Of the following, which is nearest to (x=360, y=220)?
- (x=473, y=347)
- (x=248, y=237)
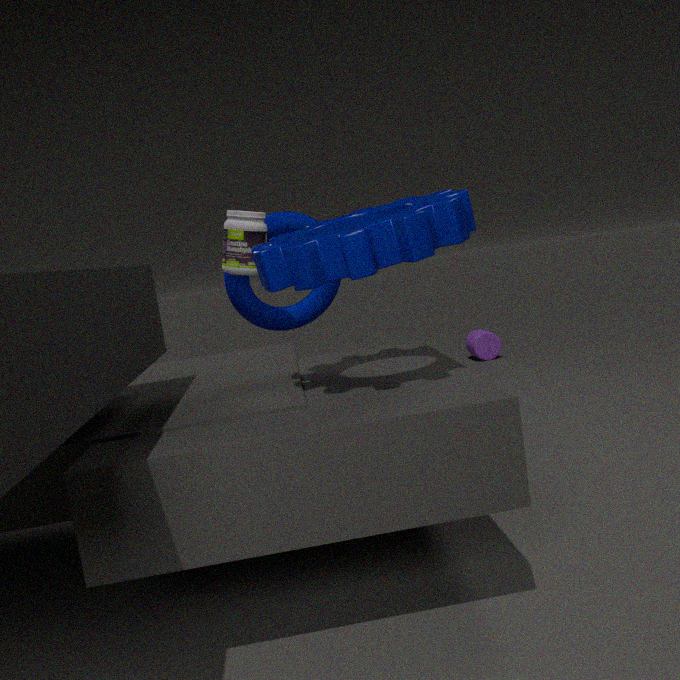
(x=248, y=237)
